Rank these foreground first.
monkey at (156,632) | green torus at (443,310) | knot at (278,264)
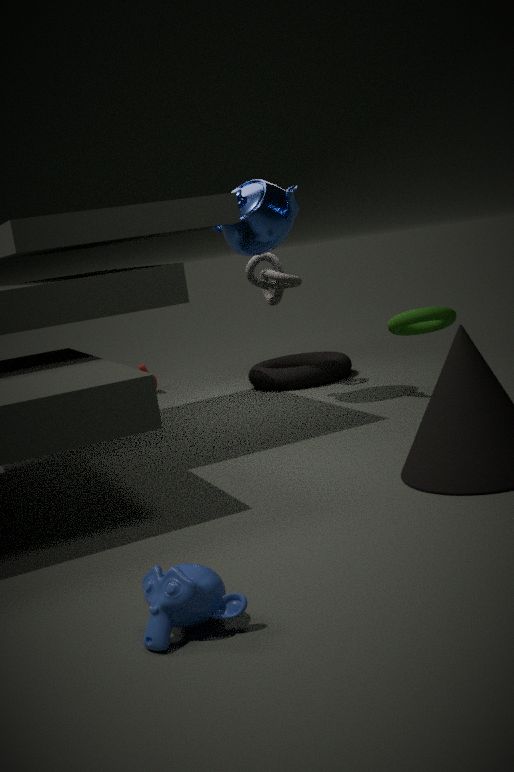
monkey at (156,632)
green torus at (443,310)
knot at (278,264)
